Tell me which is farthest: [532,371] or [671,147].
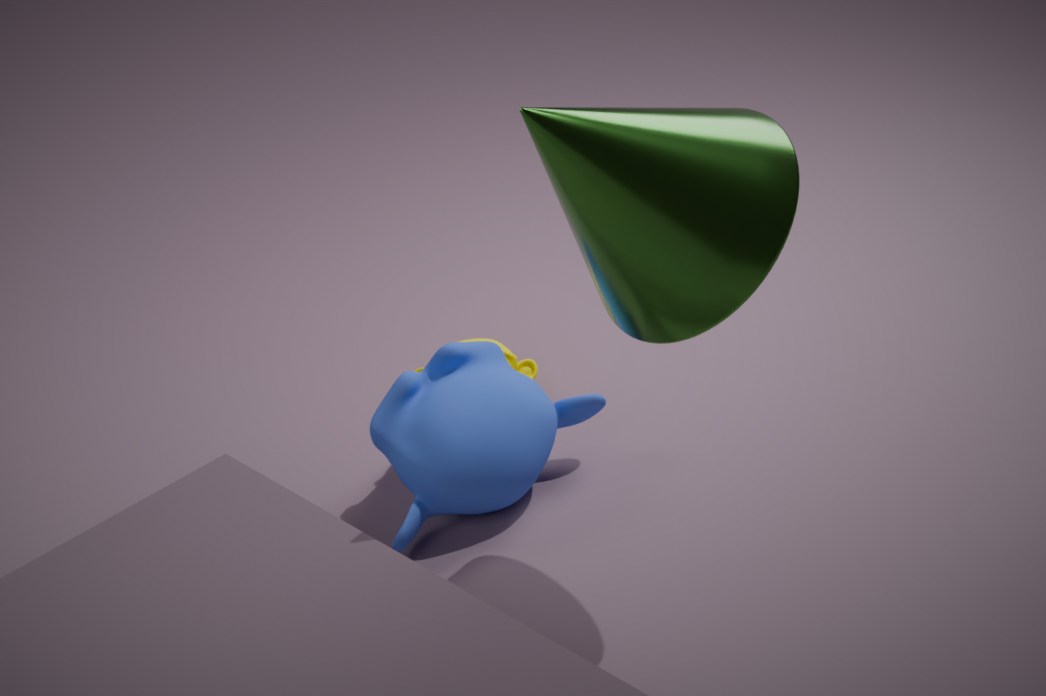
[532,371]
